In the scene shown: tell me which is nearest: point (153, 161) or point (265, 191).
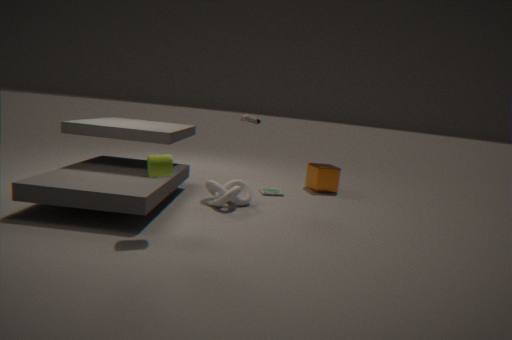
point (153, 161)
